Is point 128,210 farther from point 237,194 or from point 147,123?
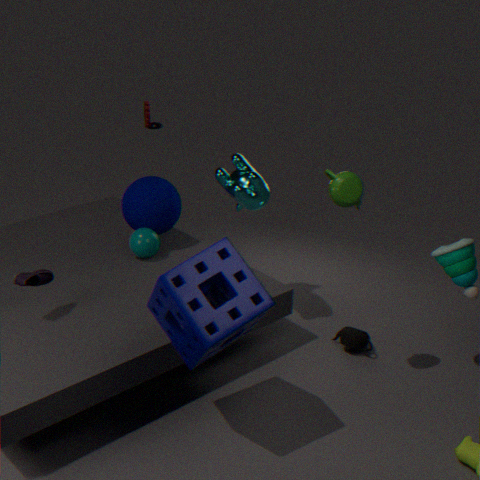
point 147,123
